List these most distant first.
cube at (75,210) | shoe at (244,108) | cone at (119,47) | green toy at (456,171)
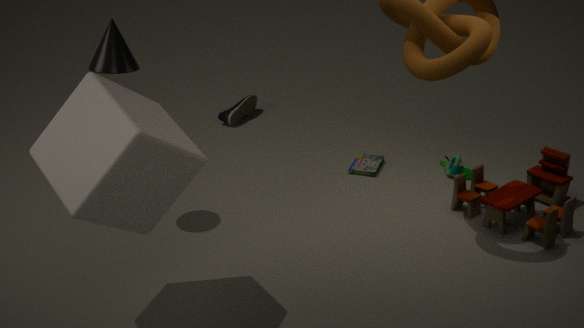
1. shoe at (244,108)
2. green toy at (456,171)
3. cone at (119,47)
4. cube at (75,210)
